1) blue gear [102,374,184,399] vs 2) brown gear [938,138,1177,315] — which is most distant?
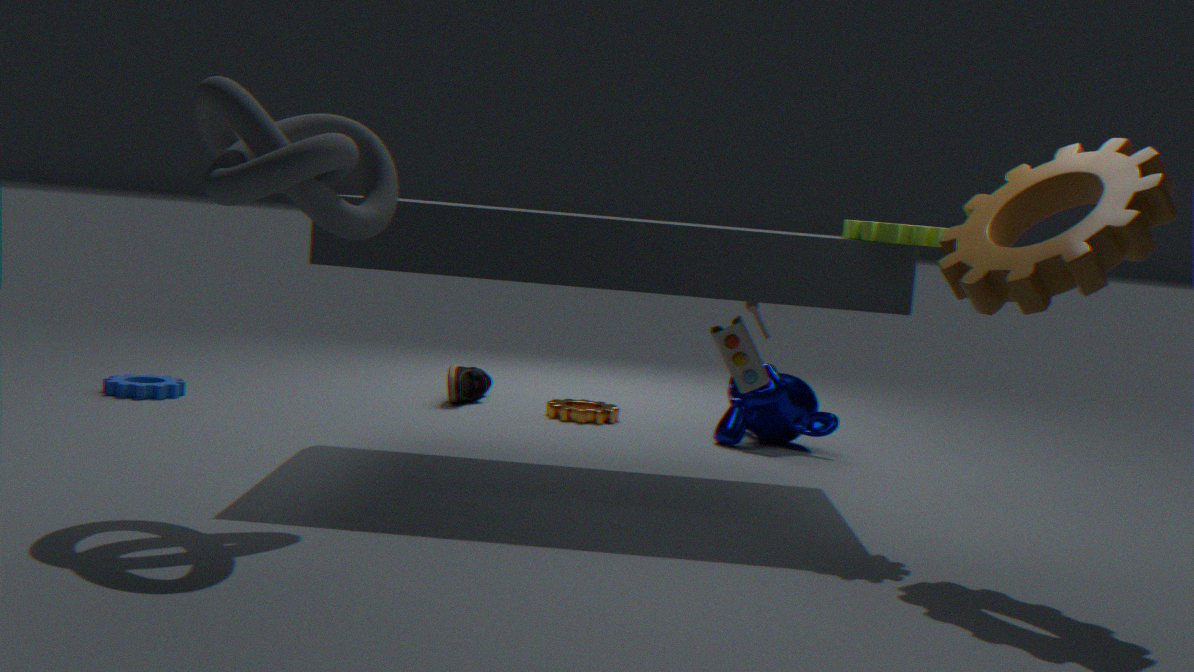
1. blue gear [102,374,184,399]
